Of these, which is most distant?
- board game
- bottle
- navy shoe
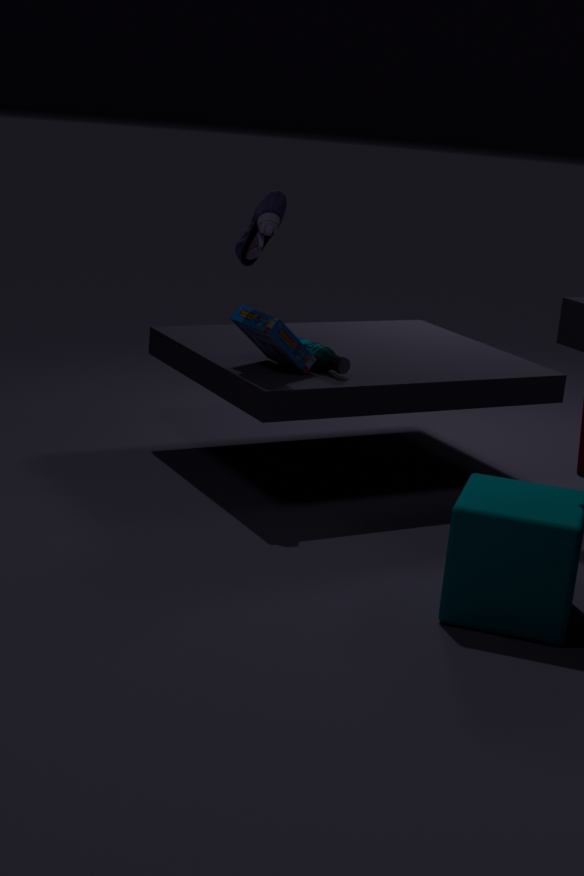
bottle
